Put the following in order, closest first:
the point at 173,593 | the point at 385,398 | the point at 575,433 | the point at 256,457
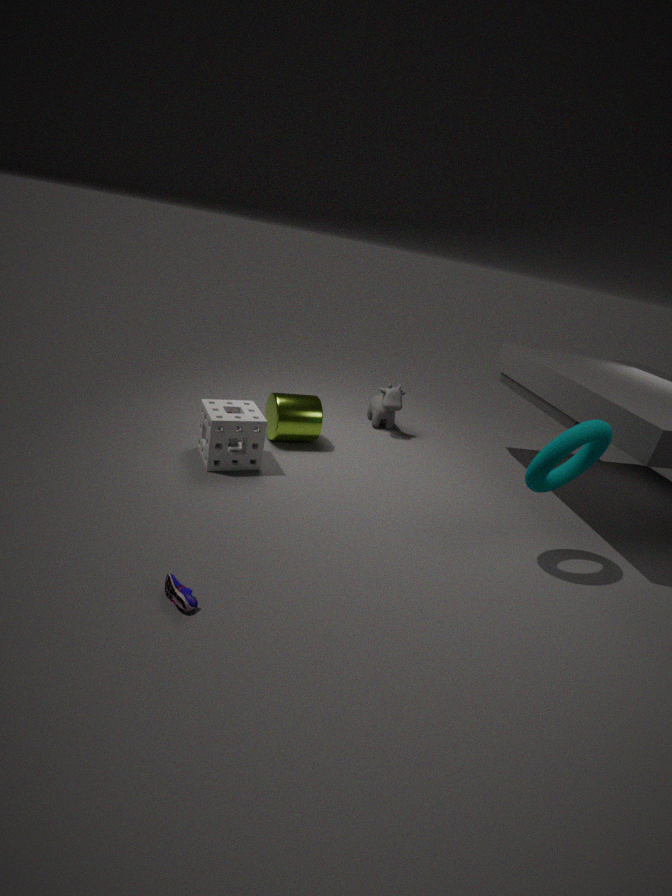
the point at 173,593
the point at 575,433
the point at 256,457
the point at 385,398
